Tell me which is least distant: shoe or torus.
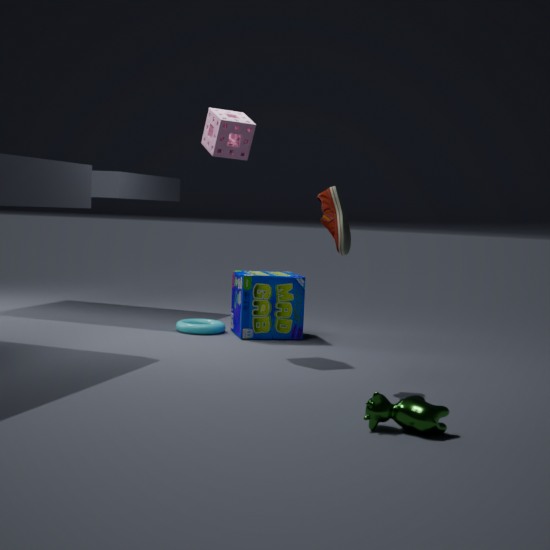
shoe
